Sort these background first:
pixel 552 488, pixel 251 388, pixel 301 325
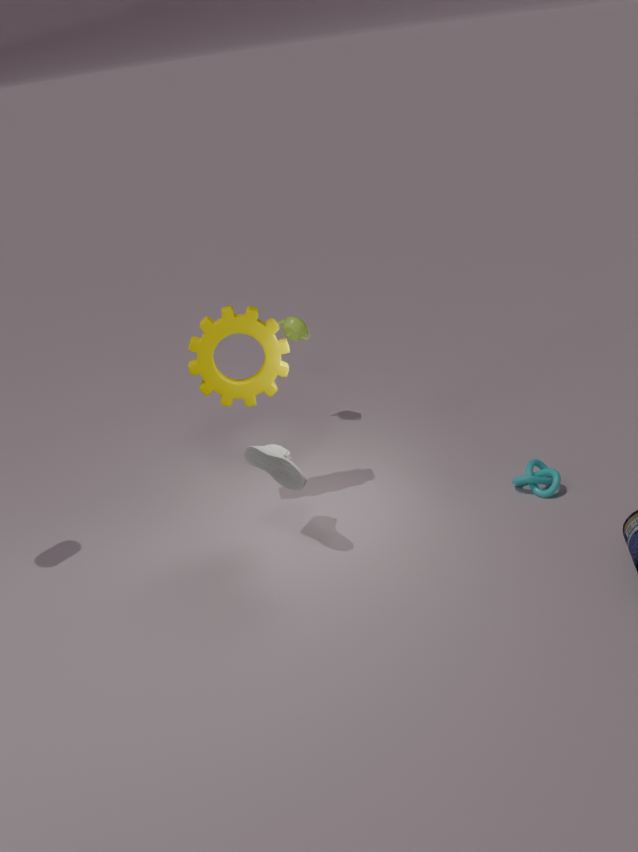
pixel 301 325
pixel 552 488
pixel 251 388
